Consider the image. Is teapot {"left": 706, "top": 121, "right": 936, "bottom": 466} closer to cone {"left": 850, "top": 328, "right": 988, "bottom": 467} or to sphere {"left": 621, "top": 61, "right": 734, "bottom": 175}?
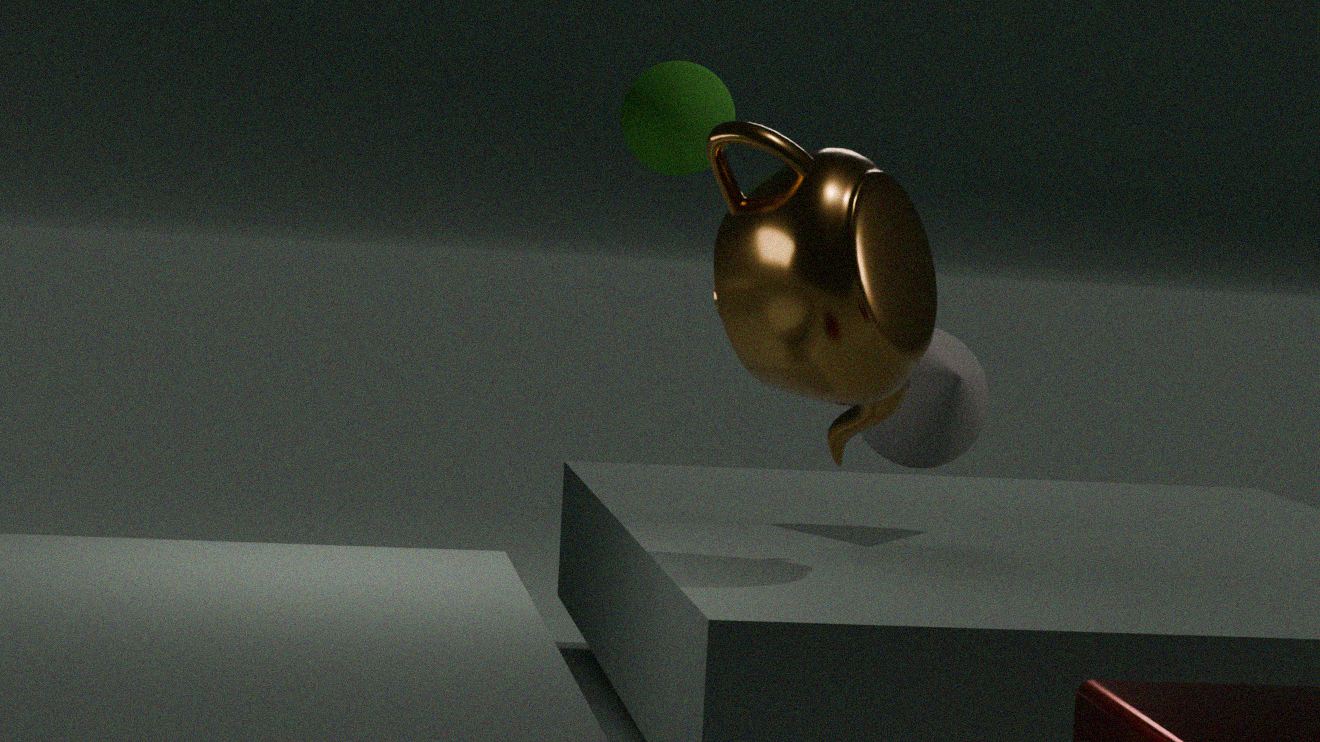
cone {"left": 850, "top": 328, "right": 988, "bottom": 467}
